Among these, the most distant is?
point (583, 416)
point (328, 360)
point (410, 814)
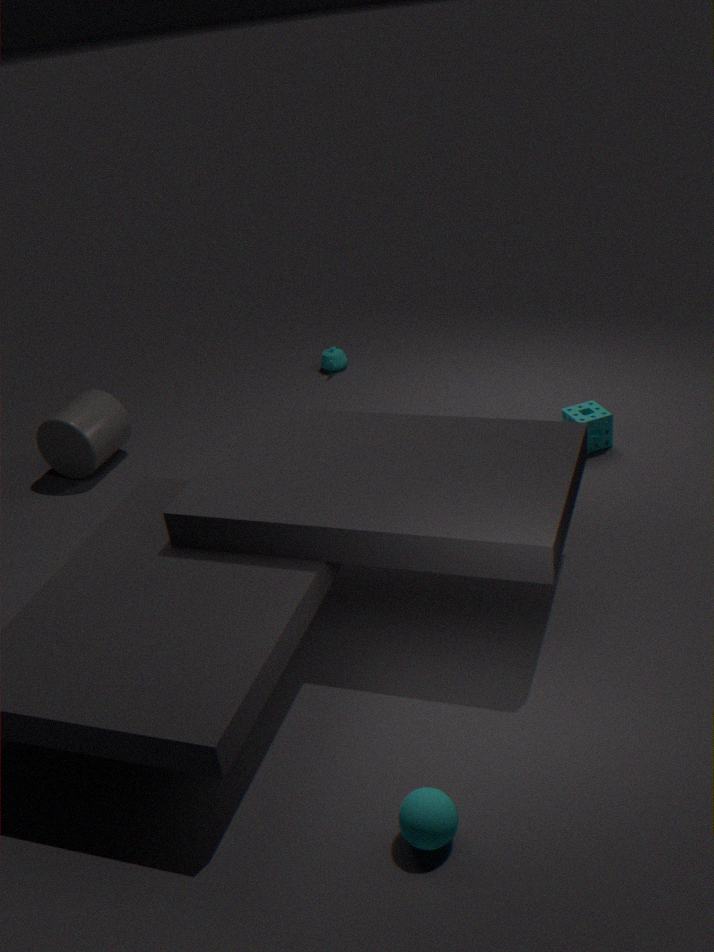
point (328, 360)
